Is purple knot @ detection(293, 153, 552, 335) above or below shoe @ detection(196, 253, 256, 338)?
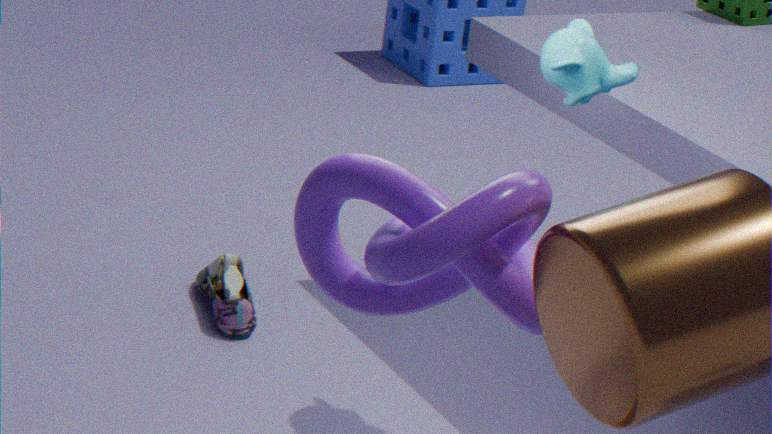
above
